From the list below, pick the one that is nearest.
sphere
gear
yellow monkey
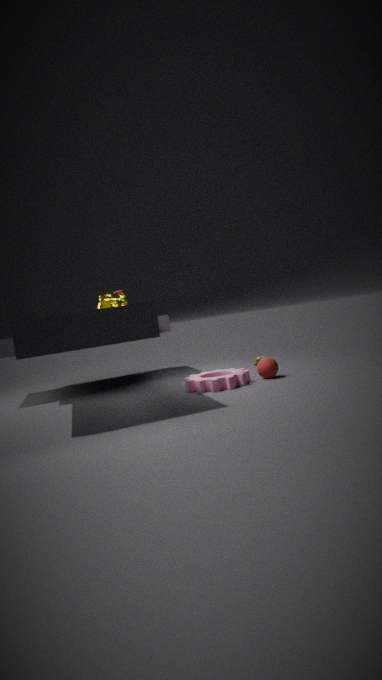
gear
